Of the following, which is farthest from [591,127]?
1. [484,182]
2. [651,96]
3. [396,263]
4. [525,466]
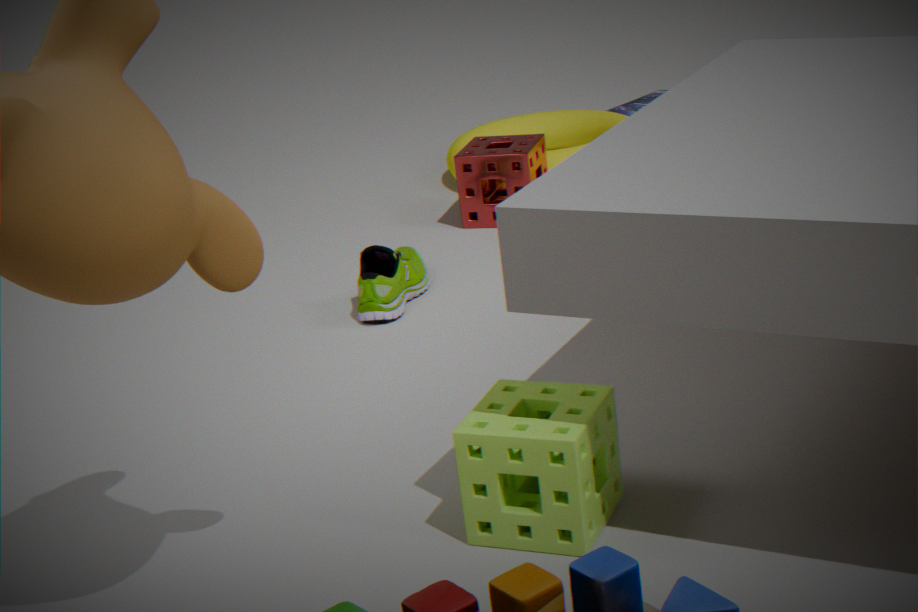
[525,466]
